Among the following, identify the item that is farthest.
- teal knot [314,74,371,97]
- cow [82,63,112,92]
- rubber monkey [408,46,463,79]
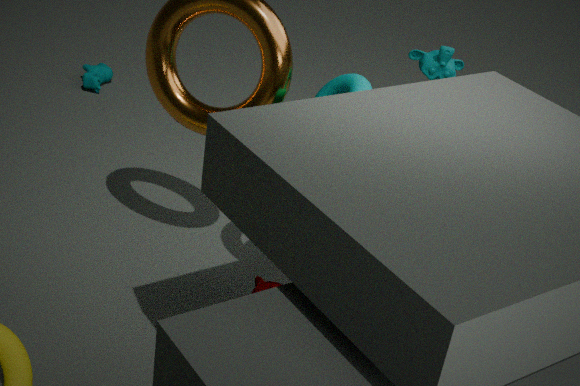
cow [82,63,112,92]
